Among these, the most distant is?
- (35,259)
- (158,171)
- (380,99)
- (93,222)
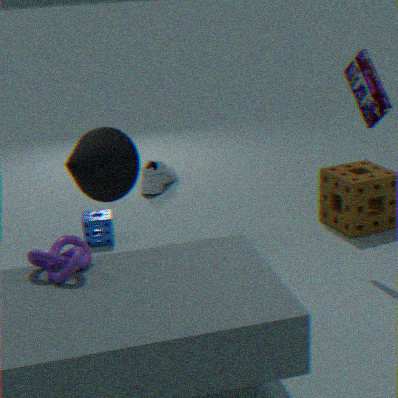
(158,171)
